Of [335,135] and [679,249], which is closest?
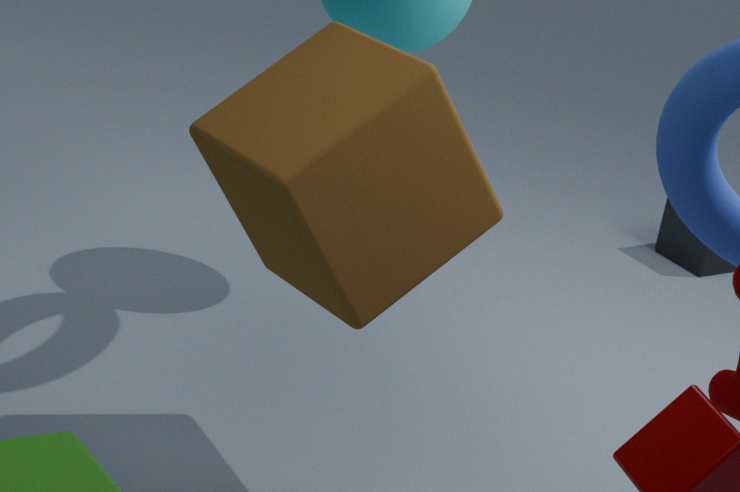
[335,135]
